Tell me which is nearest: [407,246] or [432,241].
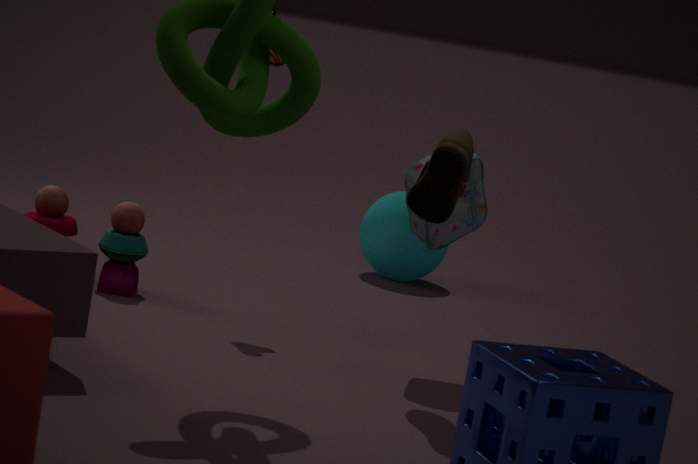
[432,241]
